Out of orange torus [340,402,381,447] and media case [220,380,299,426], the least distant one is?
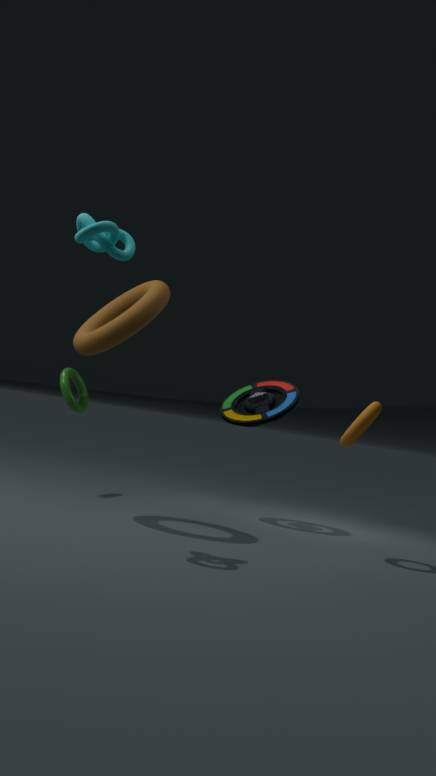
orange torus [340,402,381,447]
